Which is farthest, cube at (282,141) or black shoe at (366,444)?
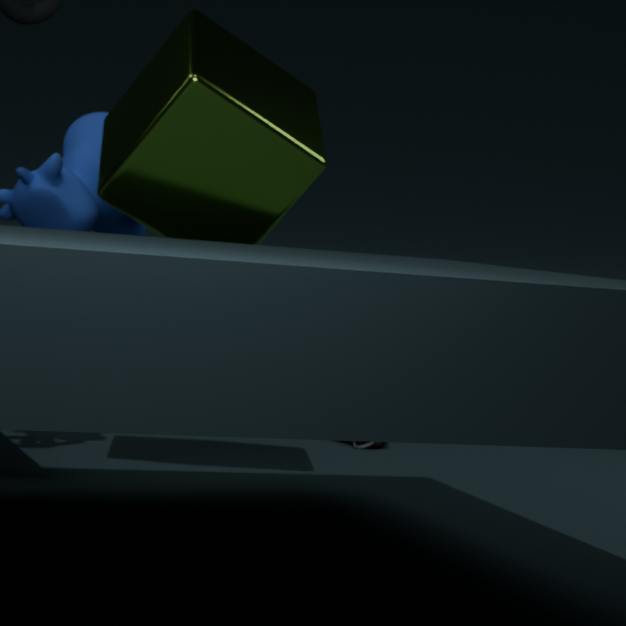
black shoe at (366,444)
